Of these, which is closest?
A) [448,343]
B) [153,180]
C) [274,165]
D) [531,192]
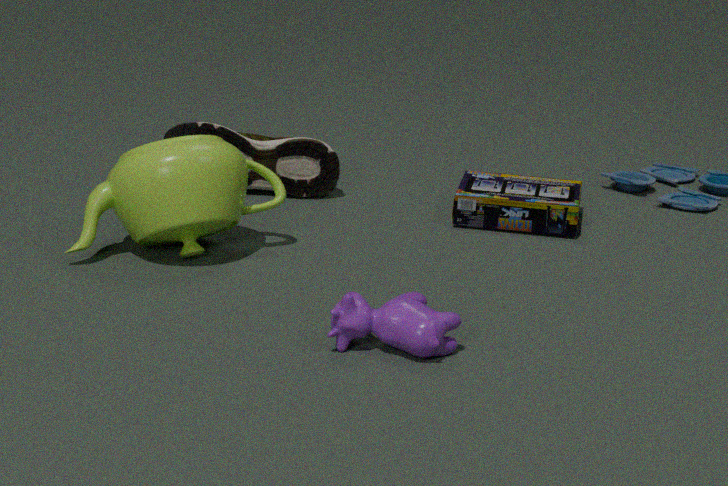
[448,343]
